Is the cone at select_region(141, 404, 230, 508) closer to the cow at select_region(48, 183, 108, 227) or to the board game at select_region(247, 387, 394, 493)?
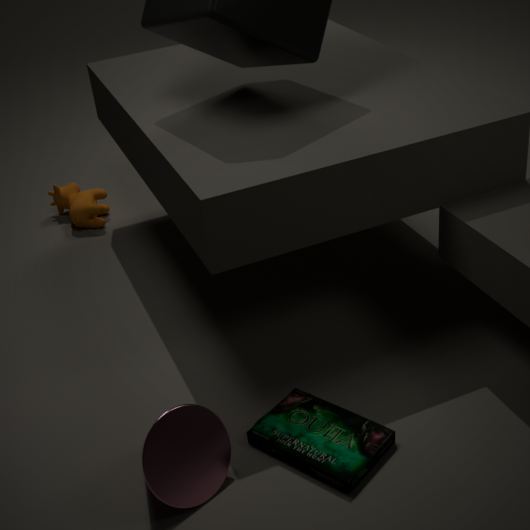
the board game at select_region(247, 387, 394, 493)
